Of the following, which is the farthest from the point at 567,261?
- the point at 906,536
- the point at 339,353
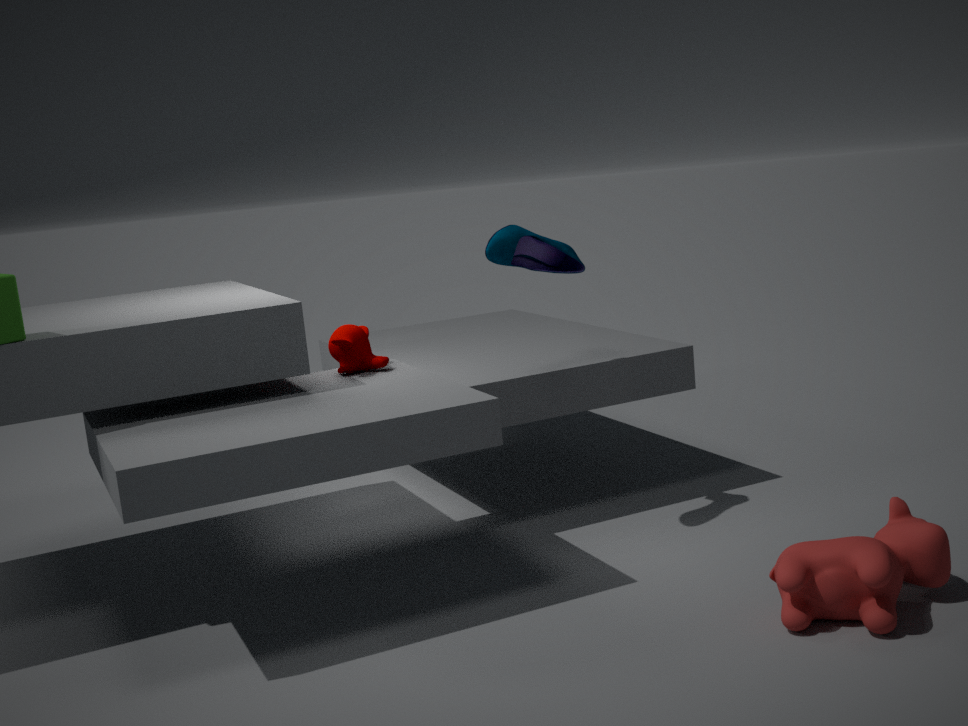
the point at 906,536
